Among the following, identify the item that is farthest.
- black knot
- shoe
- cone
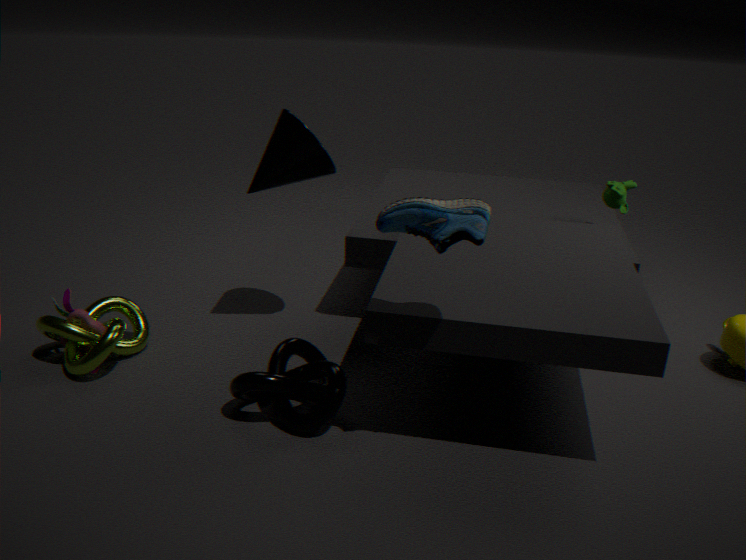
cone
